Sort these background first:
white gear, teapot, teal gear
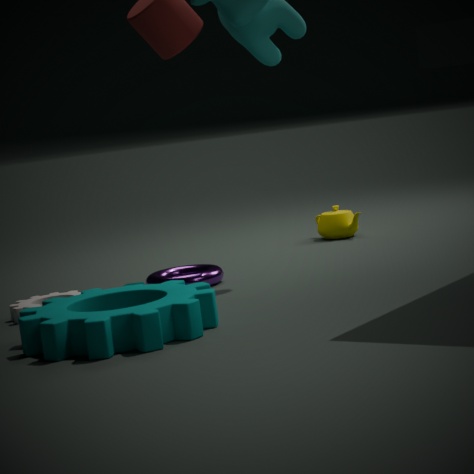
1. teapot
2. white gear
3. teal gear
